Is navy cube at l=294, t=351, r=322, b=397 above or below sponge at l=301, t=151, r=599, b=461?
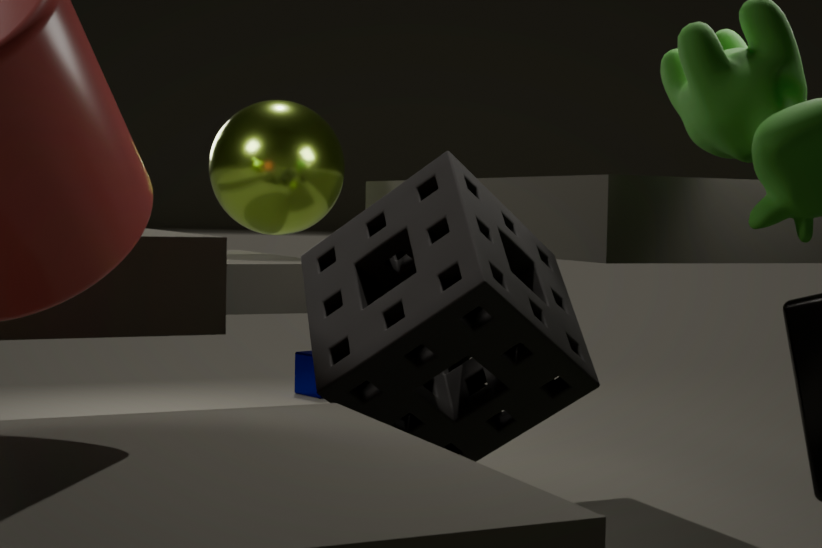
below
